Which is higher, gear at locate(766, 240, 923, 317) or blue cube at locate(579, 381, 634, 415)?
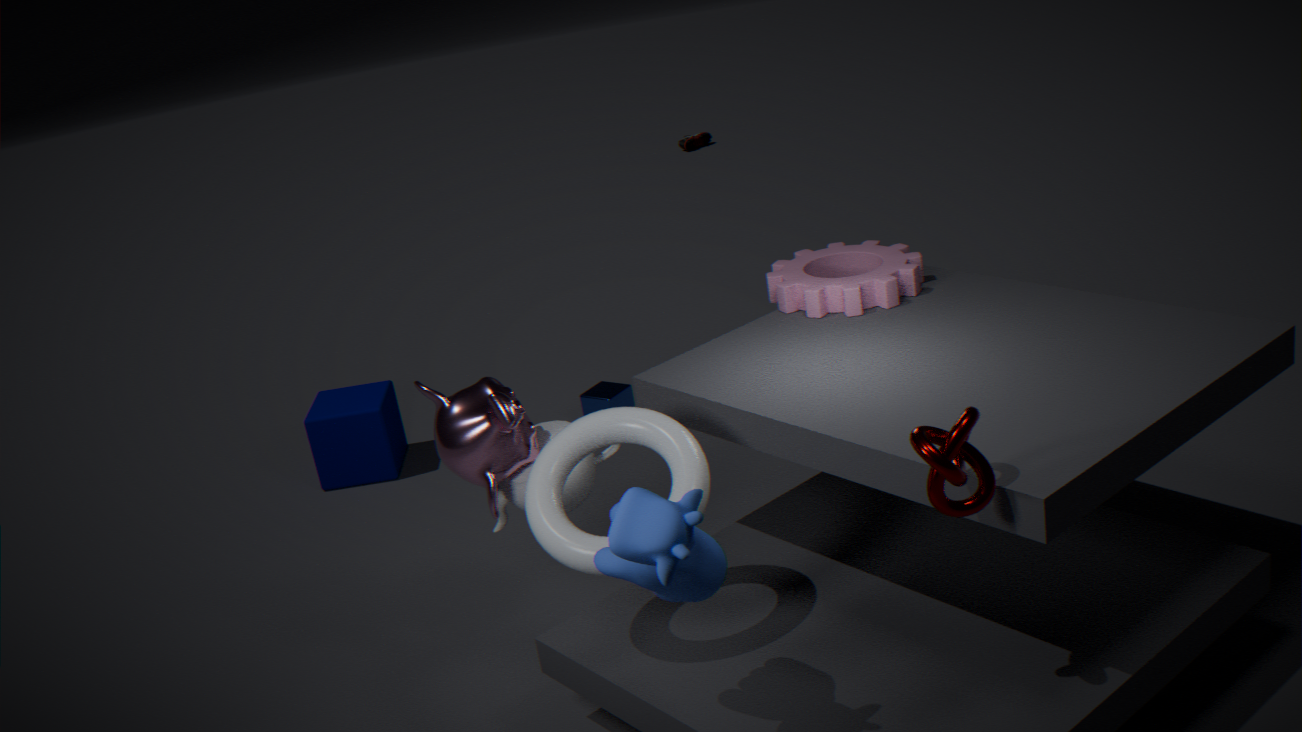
gear at locate(766, 240, 923, 317)
